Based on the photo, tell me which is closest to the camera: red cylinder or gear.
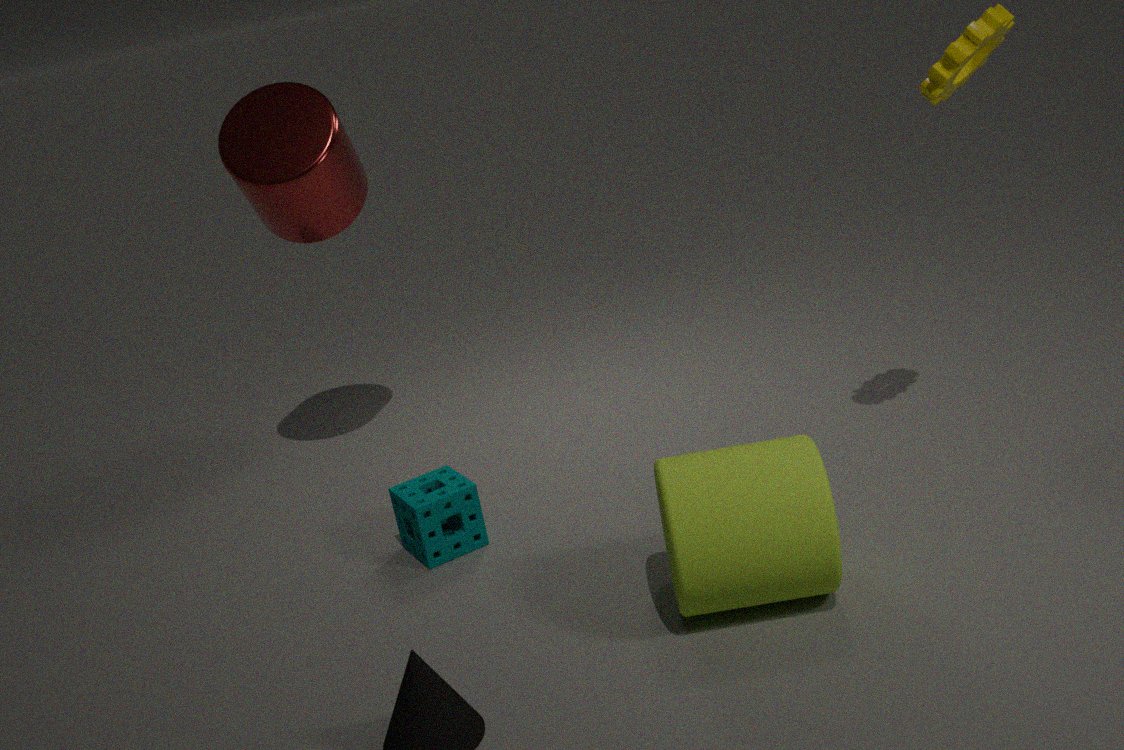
gear
